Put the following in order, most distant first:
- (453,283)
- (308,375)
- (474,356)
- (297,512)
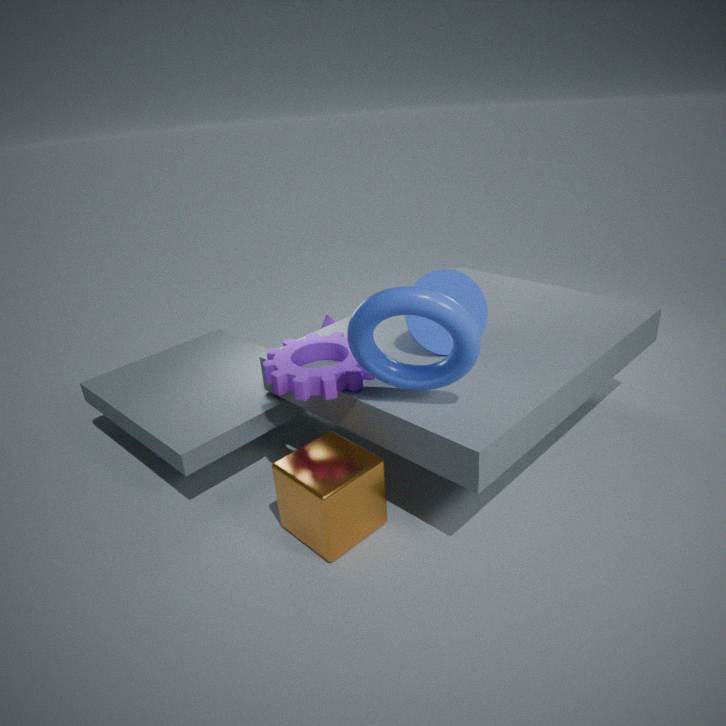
1. (453,283)
2. (308,375)
3. (297,512)
4. (474,356)
